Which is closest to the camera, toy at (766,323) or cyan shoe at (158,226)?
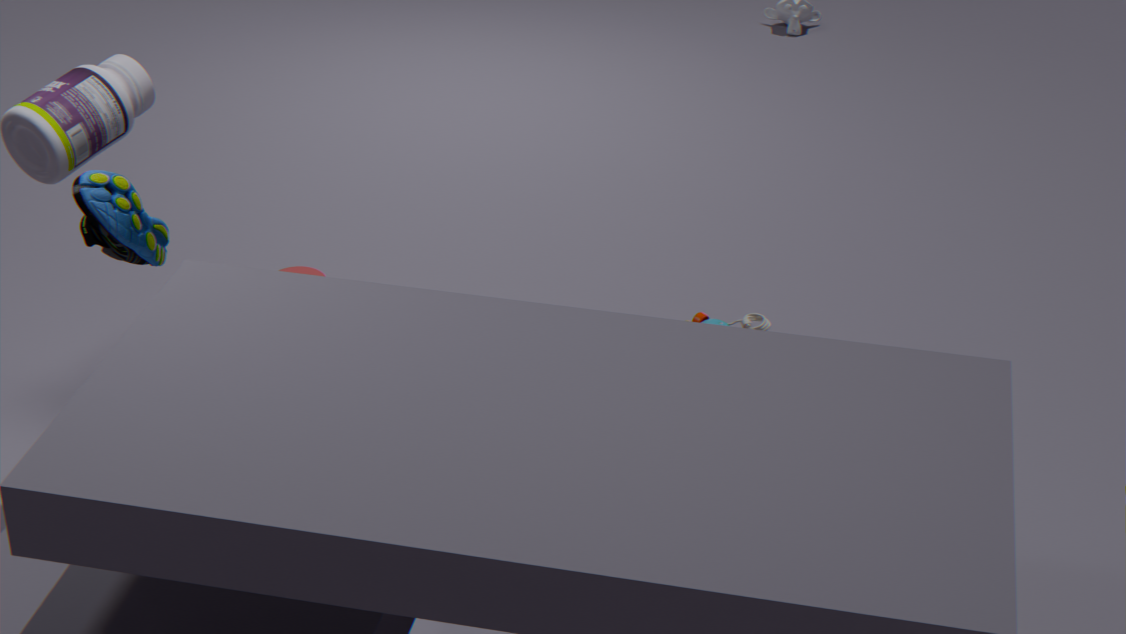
cyan shoe at (158,226)
